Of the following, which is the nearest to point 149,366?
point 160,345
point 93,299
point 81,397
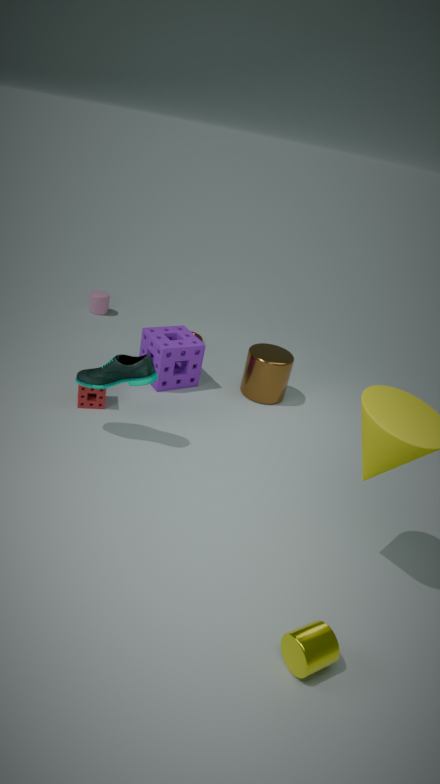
point 81,397
